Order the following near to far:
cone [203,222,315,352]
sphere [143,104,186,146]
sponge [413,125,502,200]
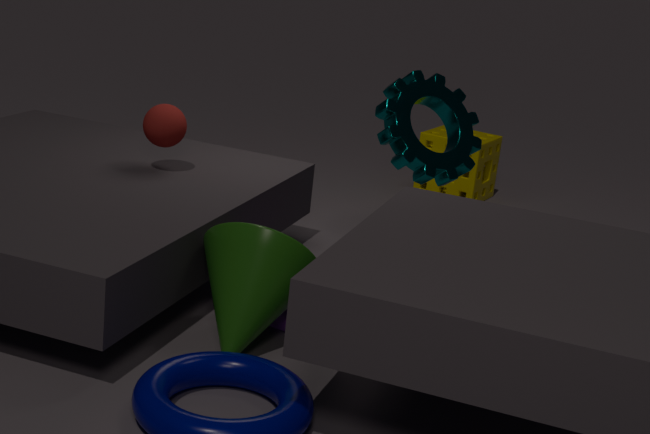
cone [203,222,315,352] < sphere [143,104,186,146] < sponge [413,125,502,200]
